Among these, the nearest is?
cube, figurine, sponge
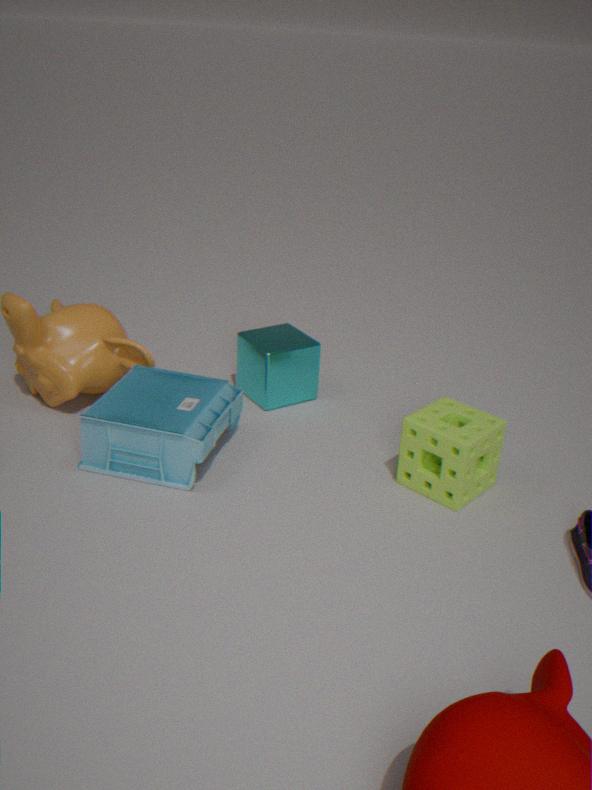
sponge
